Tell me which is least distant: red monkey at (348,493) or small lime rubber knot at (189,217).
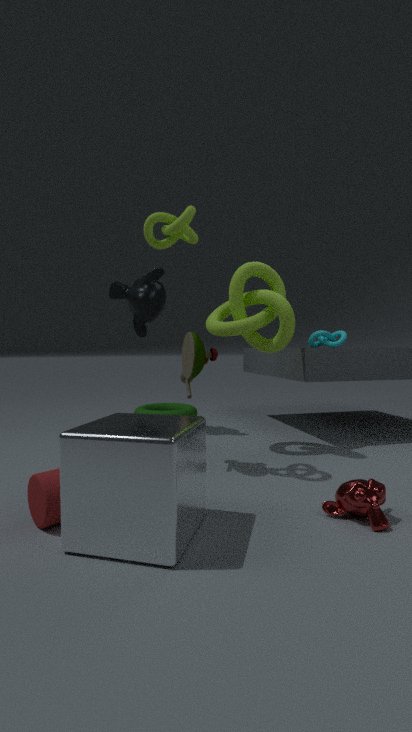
red monkey at (348,493)
